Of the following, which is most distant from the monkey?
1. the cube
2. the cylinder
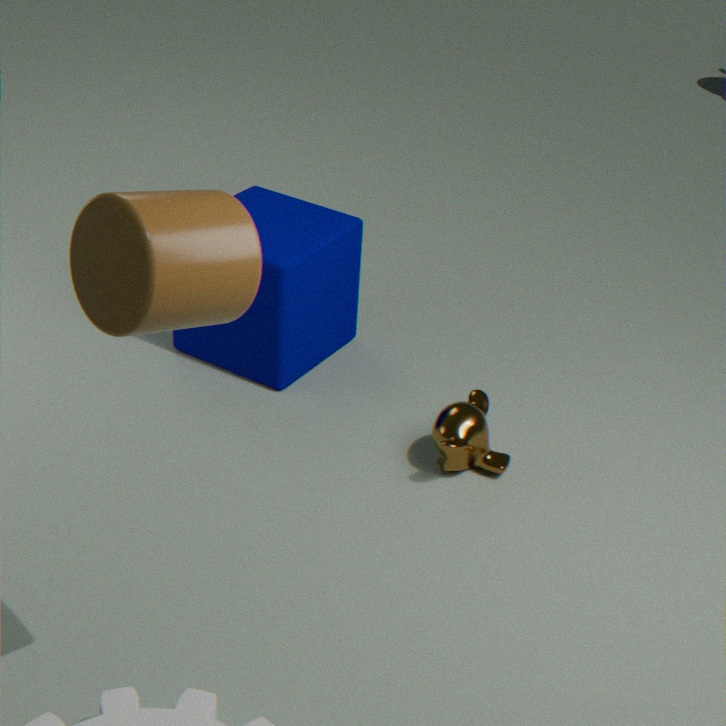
the cylinder
